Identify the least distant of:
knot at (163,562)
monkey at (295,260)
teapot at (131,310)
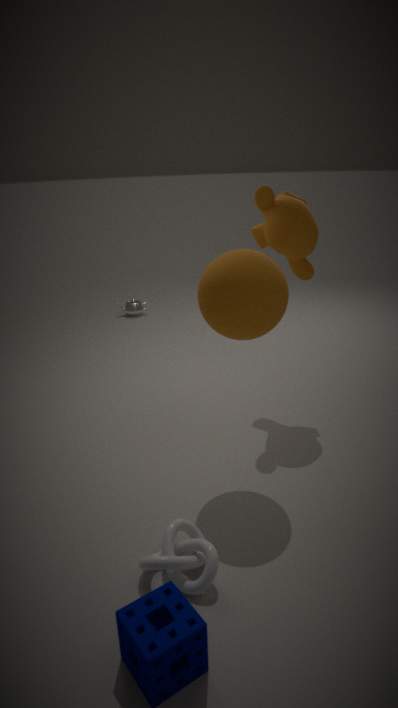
knot at (163,562)
